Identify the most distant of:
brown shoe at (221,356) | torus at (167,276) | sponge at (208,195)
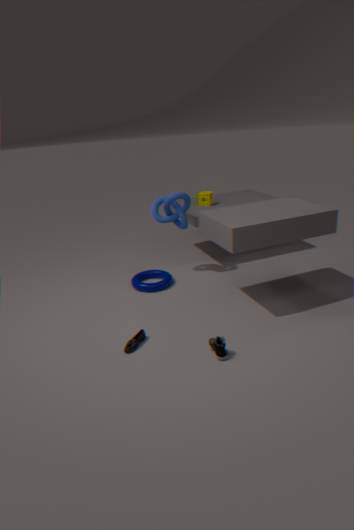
sponge at (208,195)
